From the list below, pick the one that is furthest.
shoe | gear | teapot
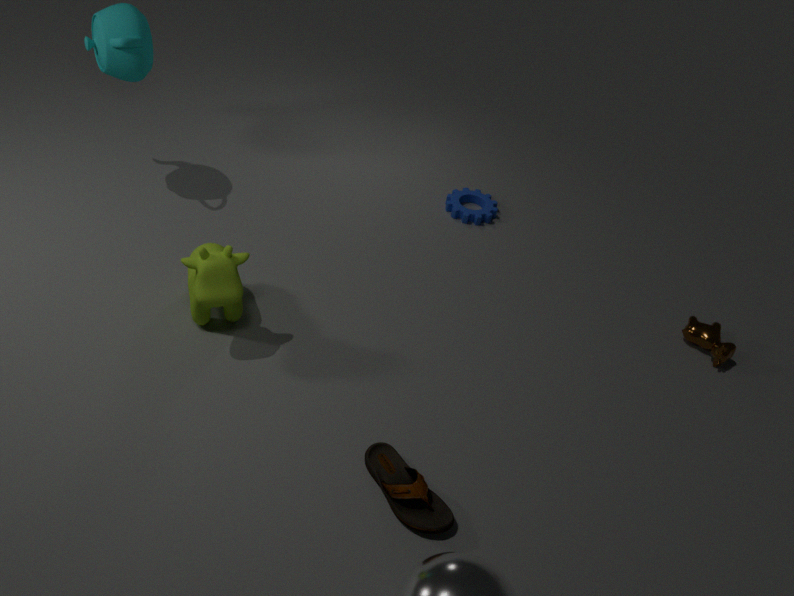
gear
